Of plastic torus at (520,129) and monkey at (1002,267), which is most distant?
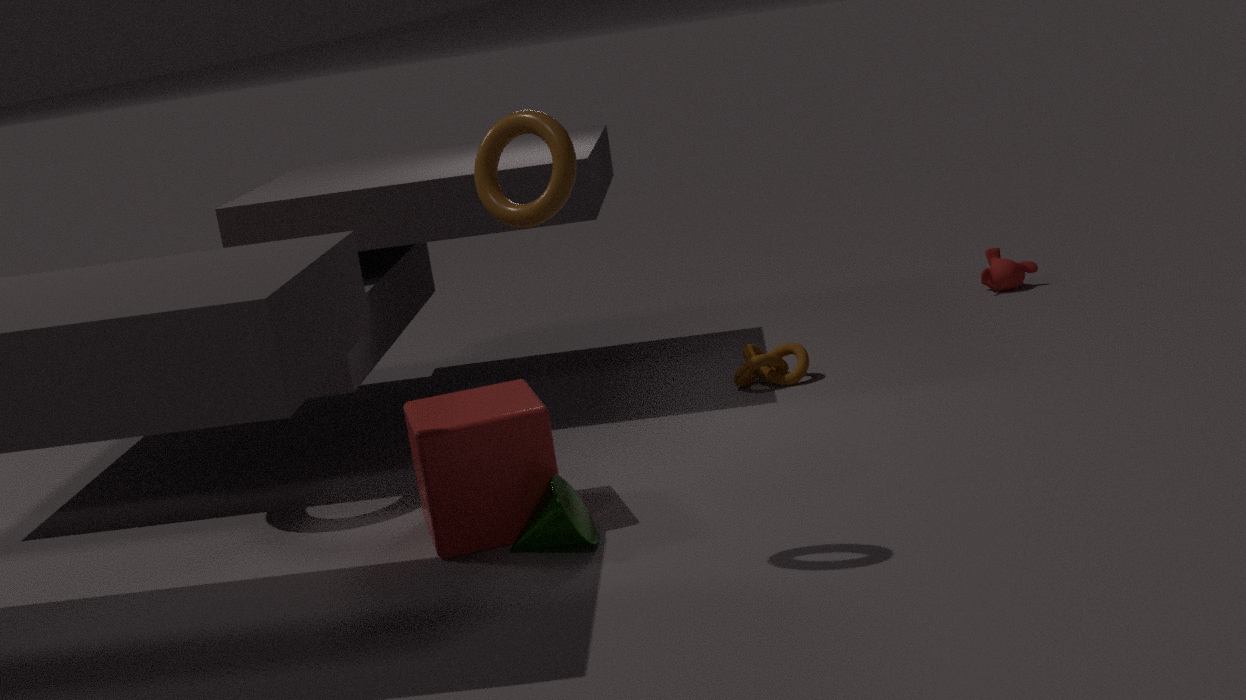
monkey at (1002,267)
